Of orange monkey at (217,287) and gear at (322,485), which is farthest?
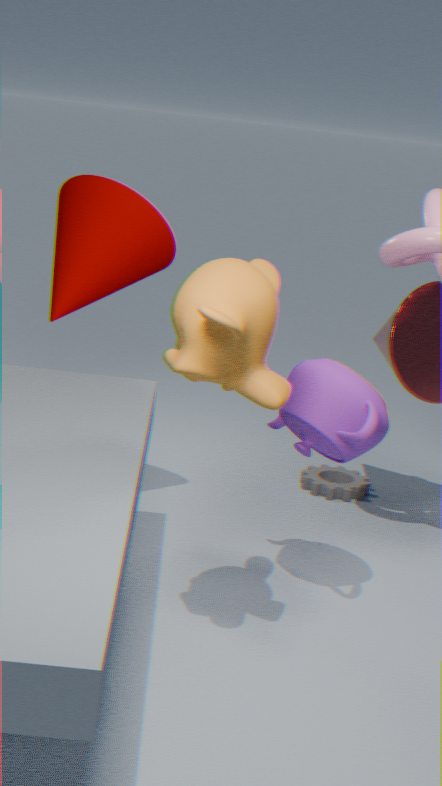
gear at (322,485)
